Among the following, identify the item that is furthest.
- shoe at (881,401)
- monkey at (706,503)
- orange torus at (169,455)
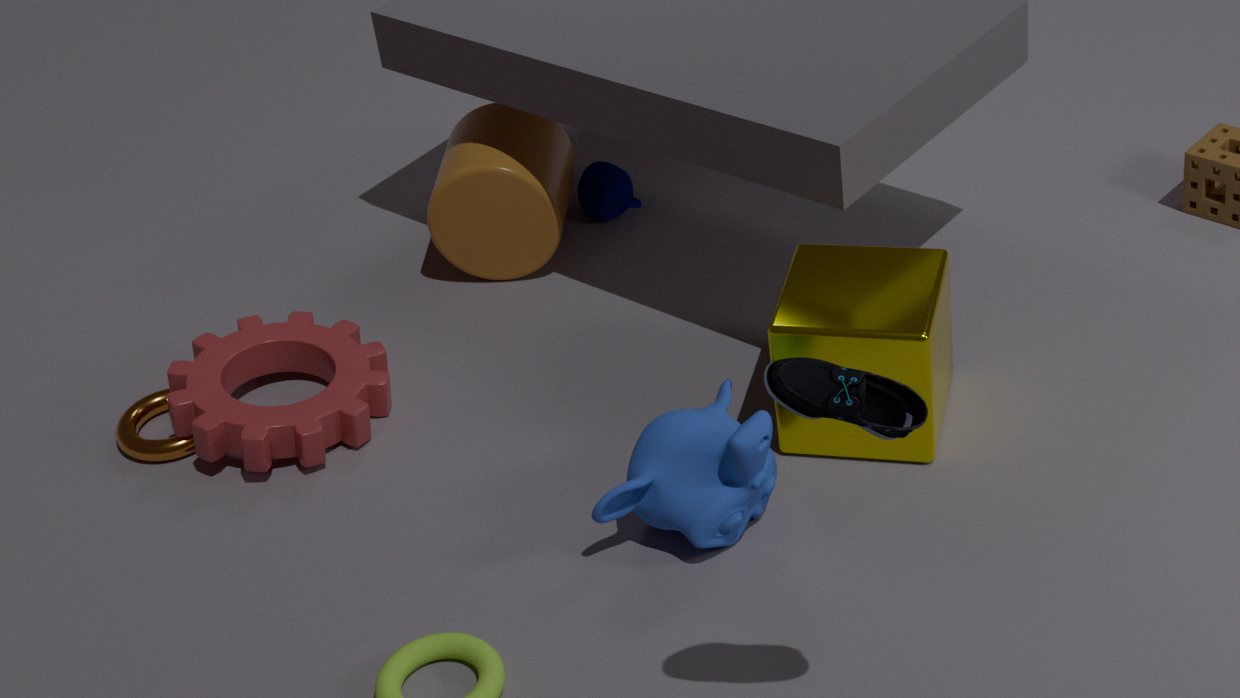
orange torus at (169,455)
